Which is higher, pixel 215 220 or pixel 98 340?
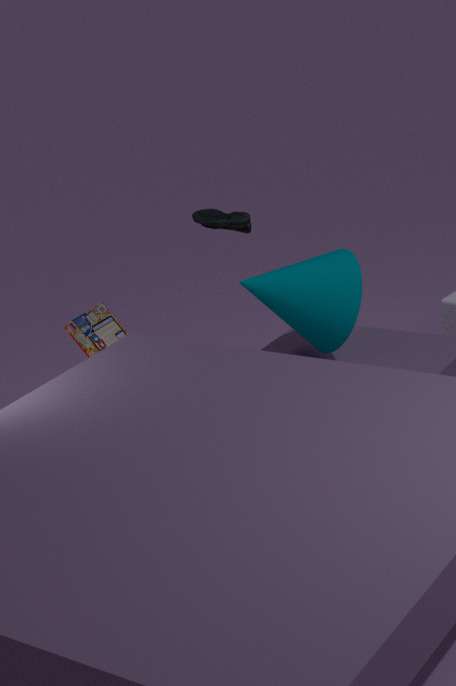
pixel 215 220
